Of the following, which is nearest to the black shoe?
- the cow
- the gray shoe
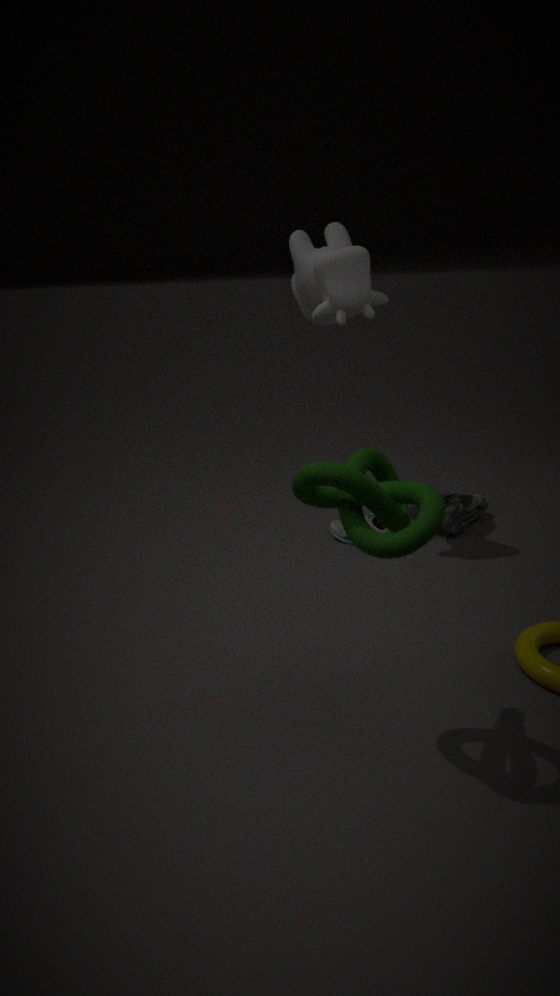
the gray shoe
